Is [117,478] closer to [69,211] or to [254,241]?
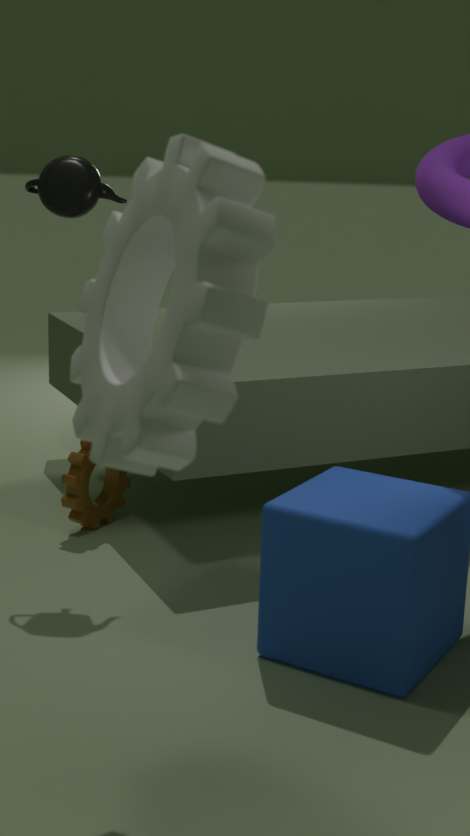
[69,211]
